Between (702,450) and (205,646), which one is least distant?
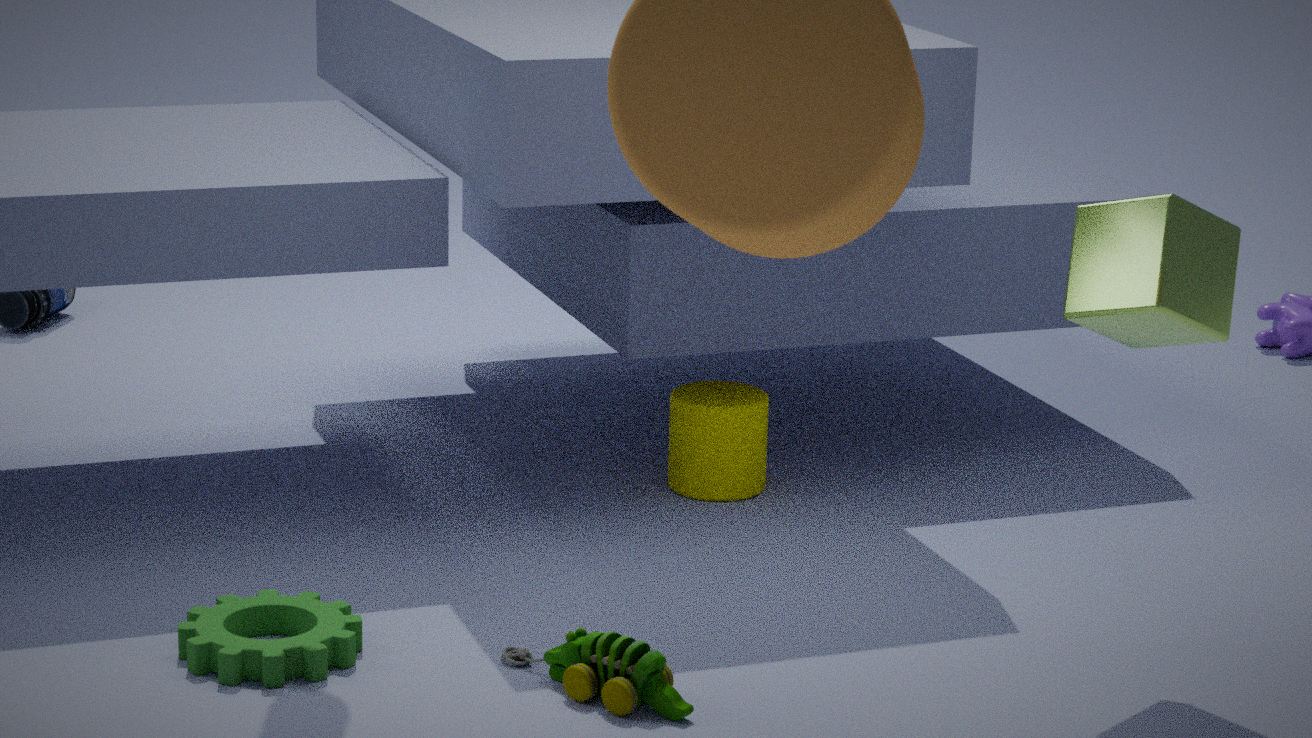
(205,646)
